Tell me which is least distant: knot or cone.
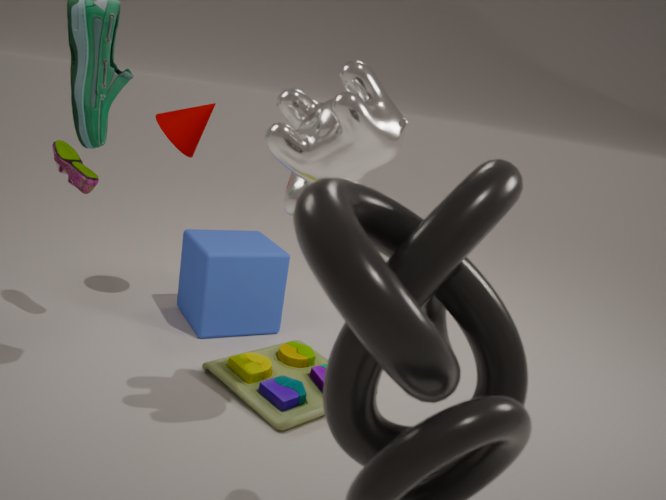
knot
